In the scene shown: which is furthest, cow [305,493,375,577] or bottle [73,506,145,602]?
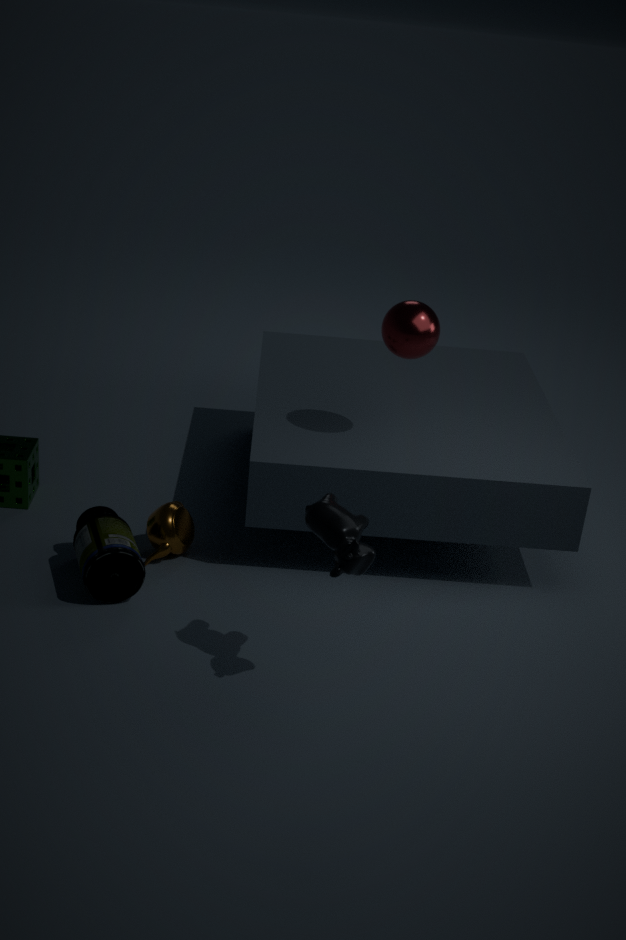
bottle [73,506,145,602]
